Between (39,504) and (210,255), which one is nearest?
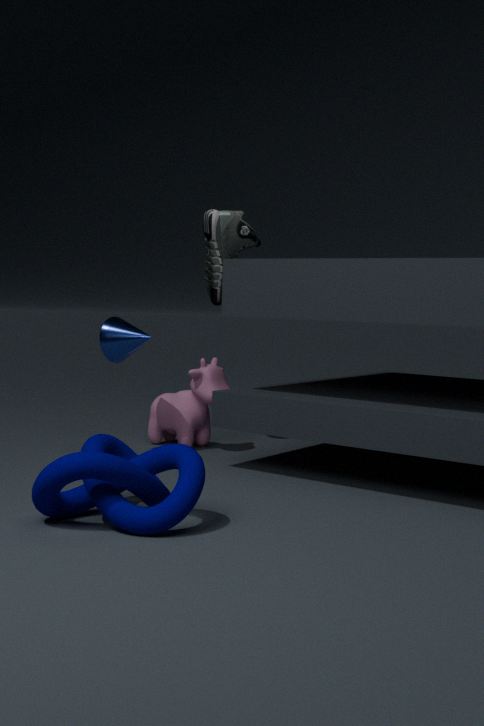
(39,504)
